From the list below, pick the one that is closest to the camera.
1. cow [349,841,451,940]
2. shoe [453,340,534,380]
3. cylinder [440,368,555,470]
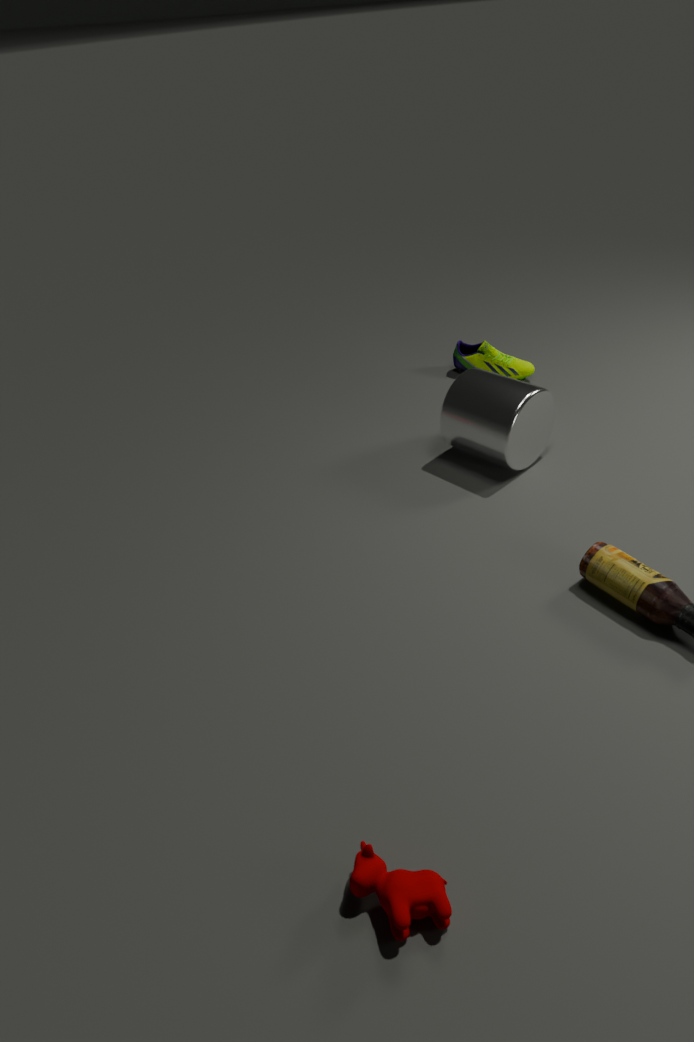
cow [349,841,451,940]
